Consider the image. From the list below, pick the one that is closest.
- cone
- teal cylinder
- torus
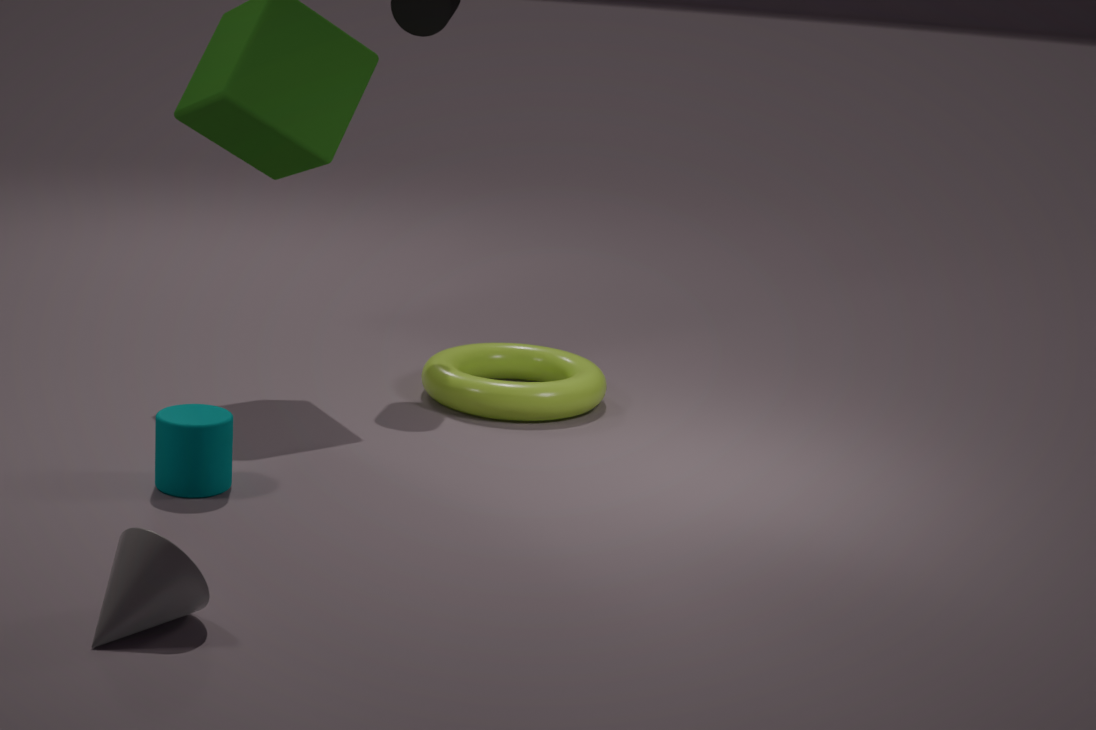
cone
